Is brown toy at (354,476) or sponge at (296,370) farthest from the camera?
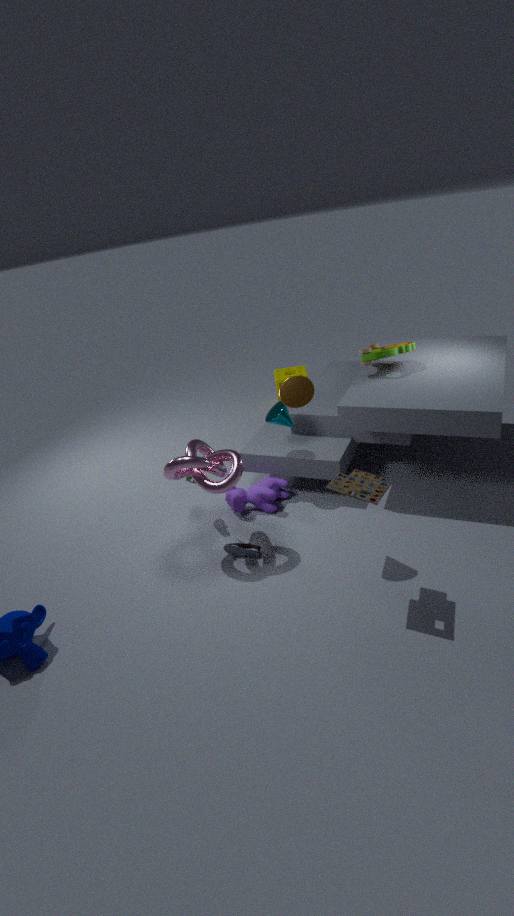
sponge at (296,370)
